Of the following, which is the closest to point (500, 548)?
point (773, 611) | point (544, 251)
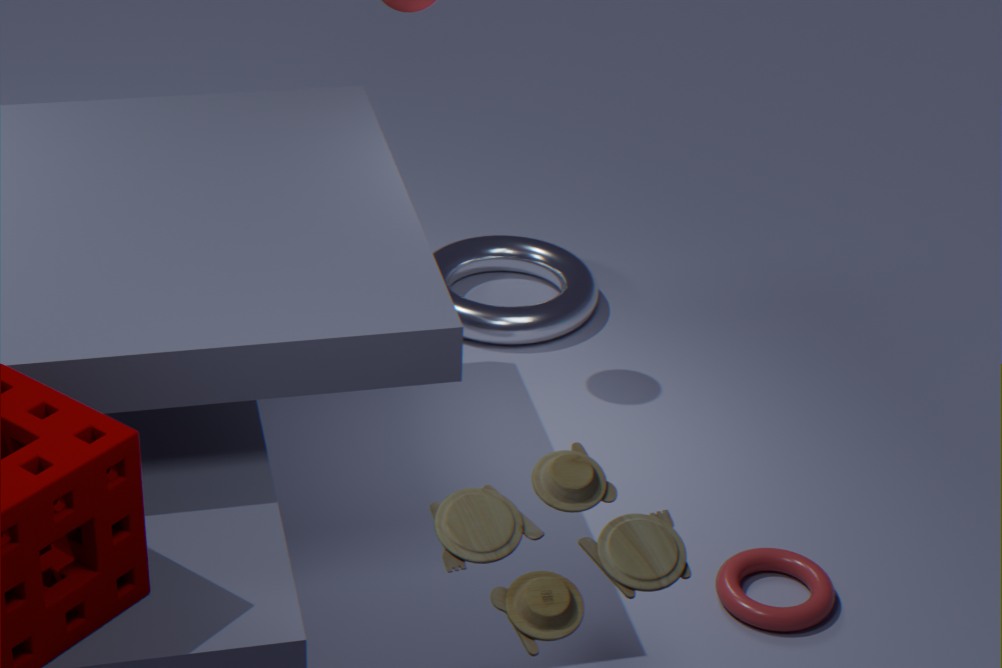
point (773, 611)
